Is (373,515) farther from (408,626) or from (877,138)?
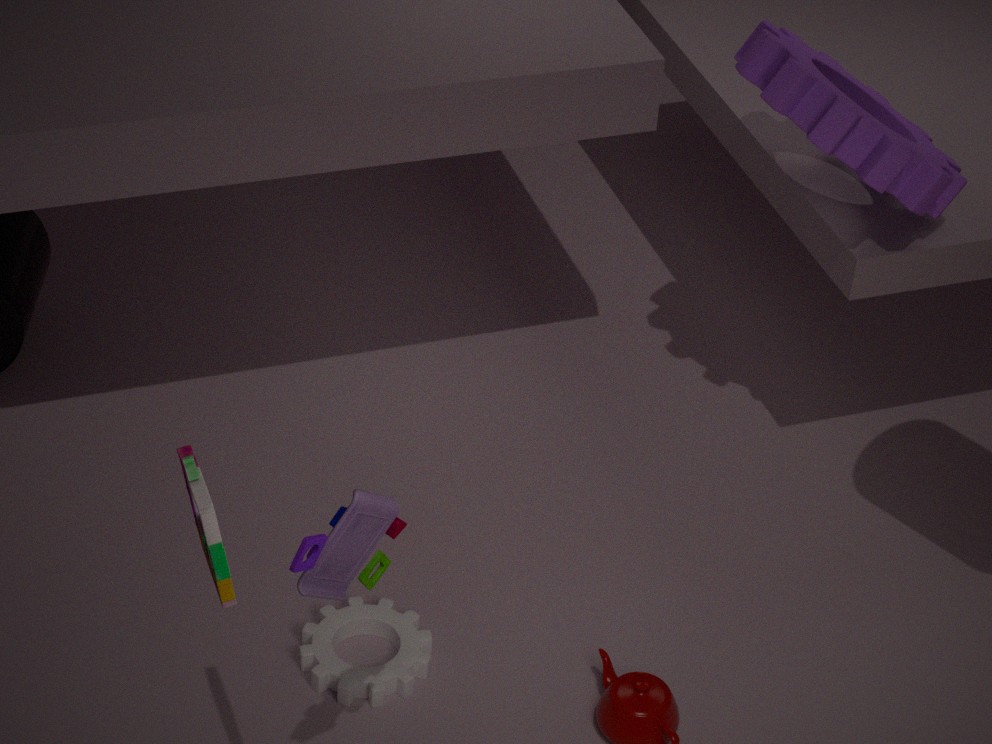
(877,138)
